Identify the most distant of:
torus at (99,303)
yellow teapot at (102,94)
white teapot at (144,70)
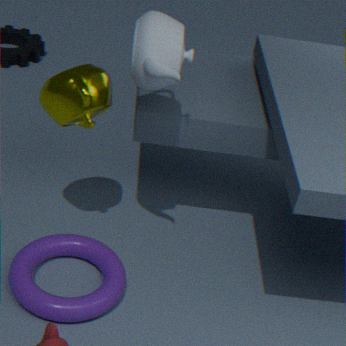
torus at (99,303)
